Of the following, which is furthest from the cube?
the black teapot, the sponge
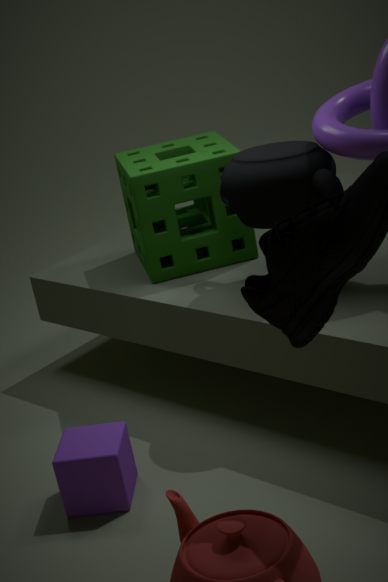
the black teapot
